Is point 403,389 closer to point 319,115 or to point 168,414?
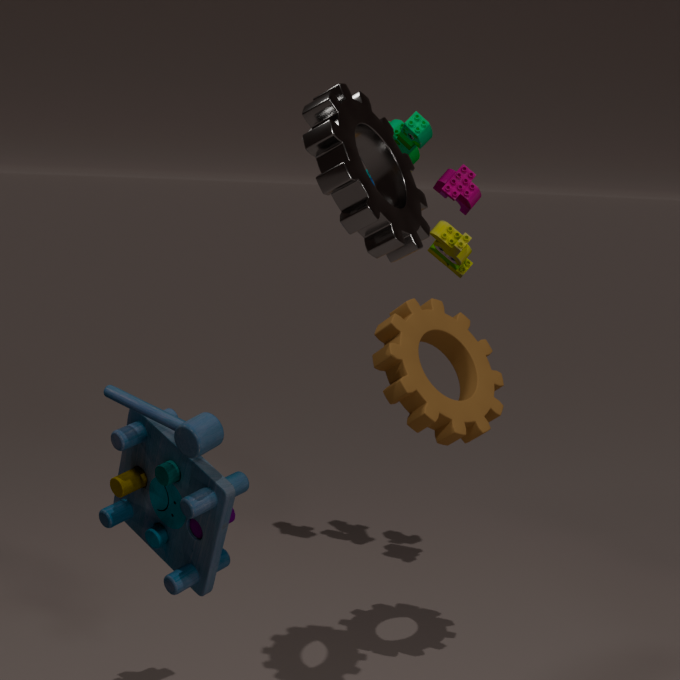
point 319,115
